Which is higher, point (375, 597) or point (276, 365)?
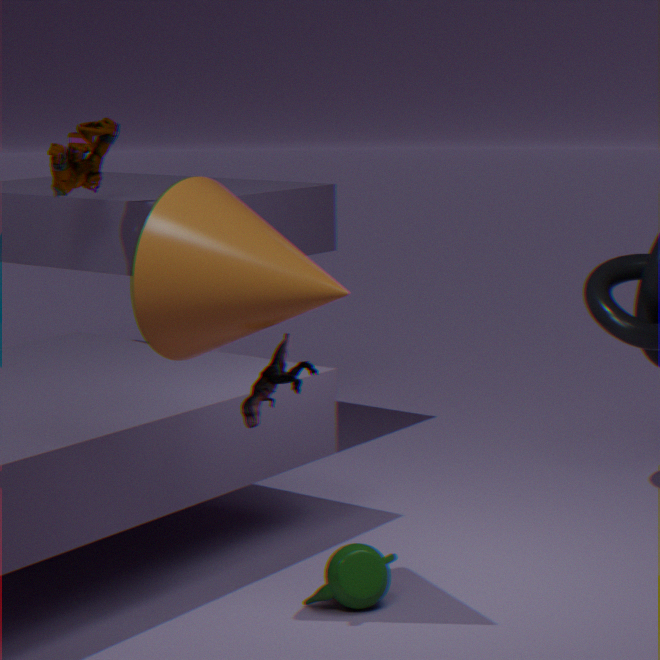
point (276, 365)
